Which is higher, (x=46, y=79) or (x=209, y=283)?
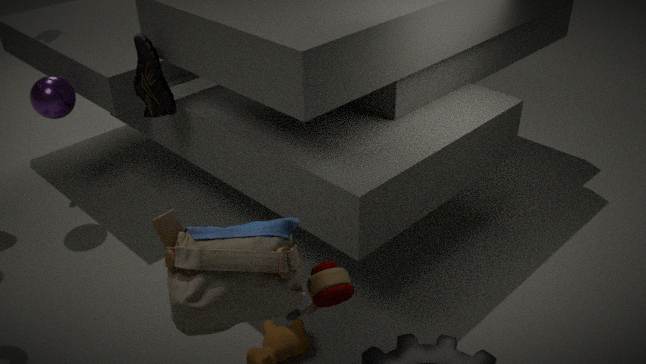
(x=209, y=283)
